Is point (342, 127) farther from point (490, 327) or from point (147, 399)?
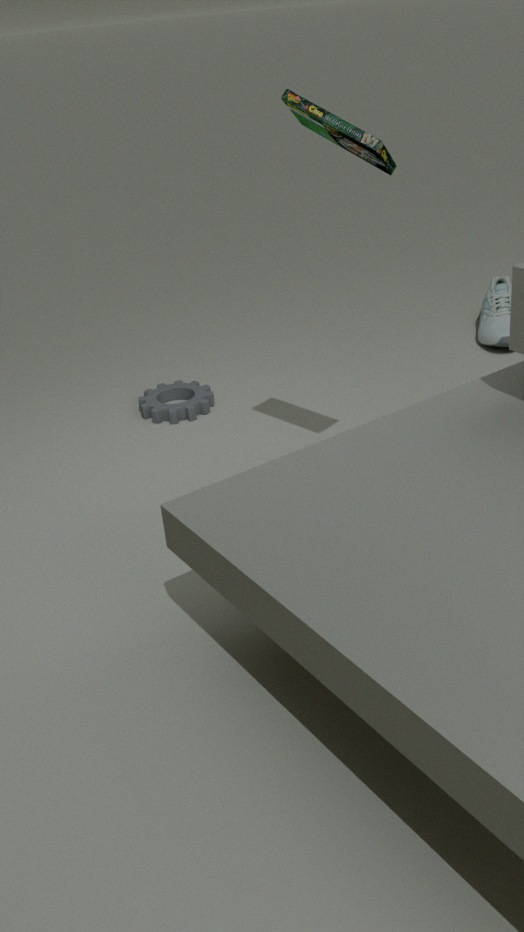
point (490, 327)
